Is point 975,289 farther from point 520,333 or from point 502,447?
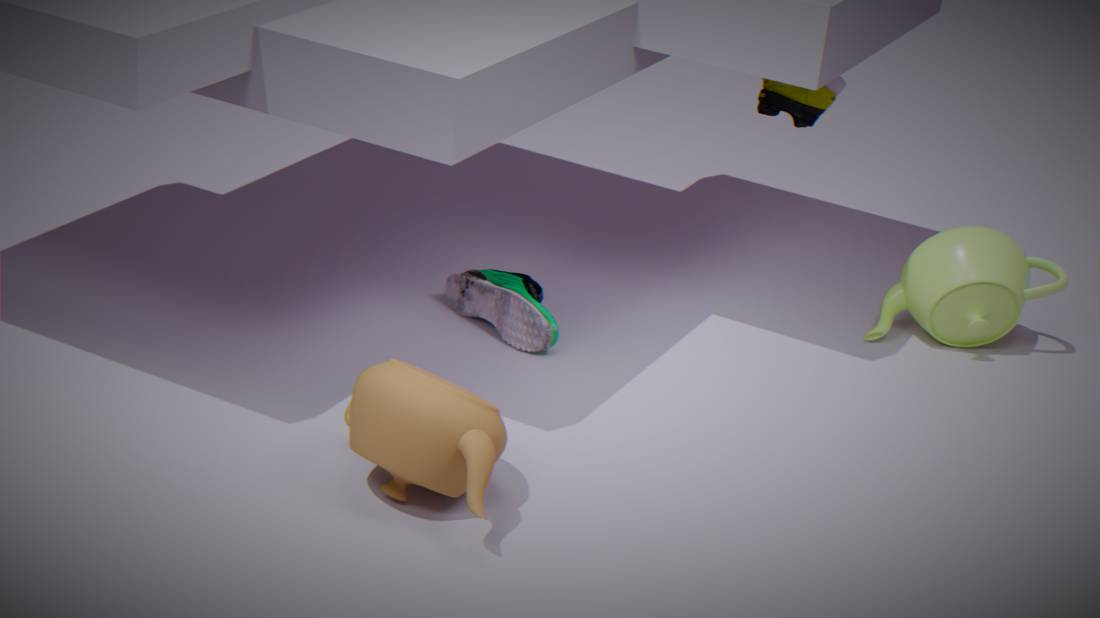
point 502,447
